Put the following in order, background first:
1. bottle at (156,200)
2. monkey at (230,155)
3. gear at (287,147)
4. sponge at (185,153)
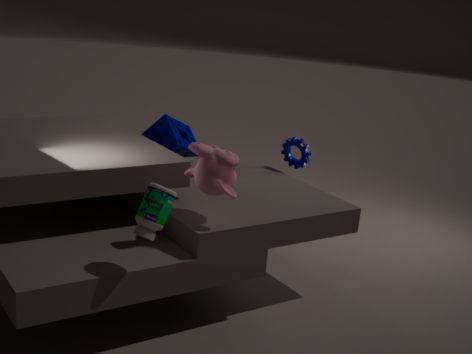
sponge at (185,153) < gear at (287,147) < monkey at (230,155) < bottle at (156,200)
